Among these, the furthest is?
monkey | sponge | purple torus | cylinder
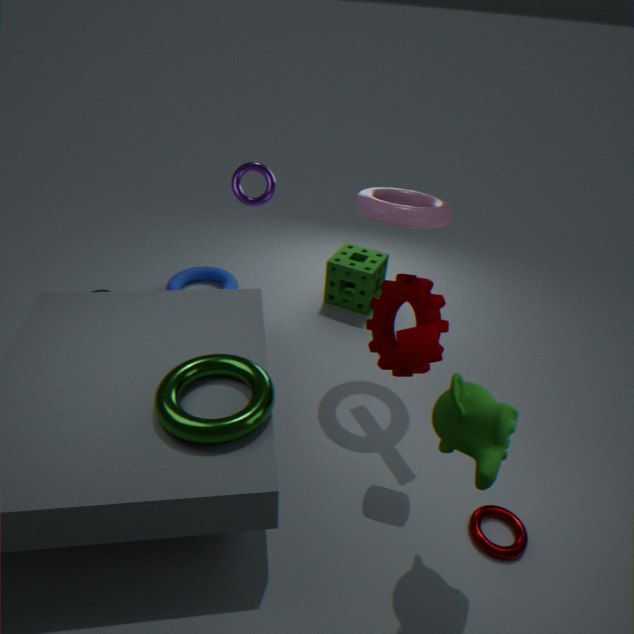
sponge
